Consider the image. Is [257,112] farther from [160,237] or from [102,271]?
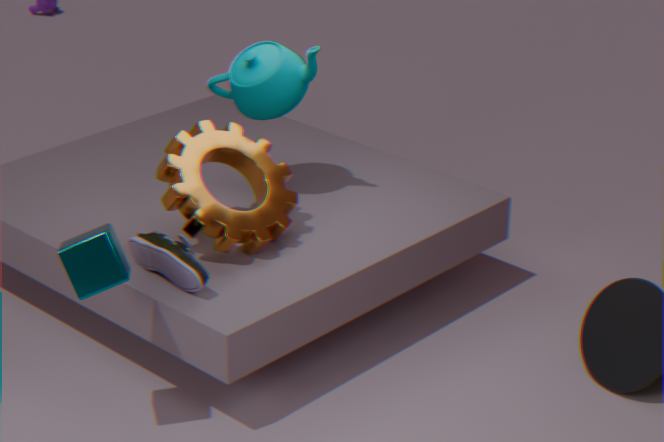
[102,271]
